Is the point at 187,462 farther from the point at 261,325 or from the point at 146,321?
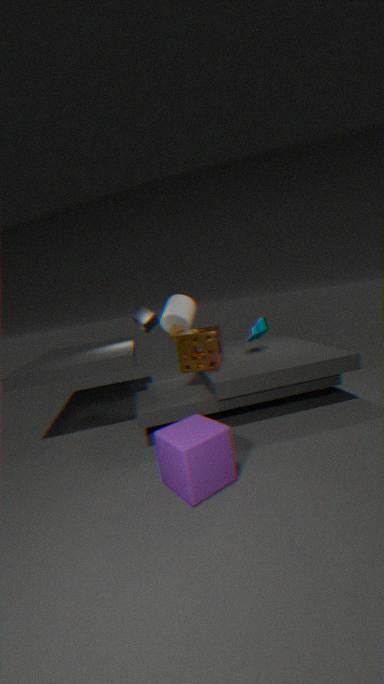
the point at 261,325
